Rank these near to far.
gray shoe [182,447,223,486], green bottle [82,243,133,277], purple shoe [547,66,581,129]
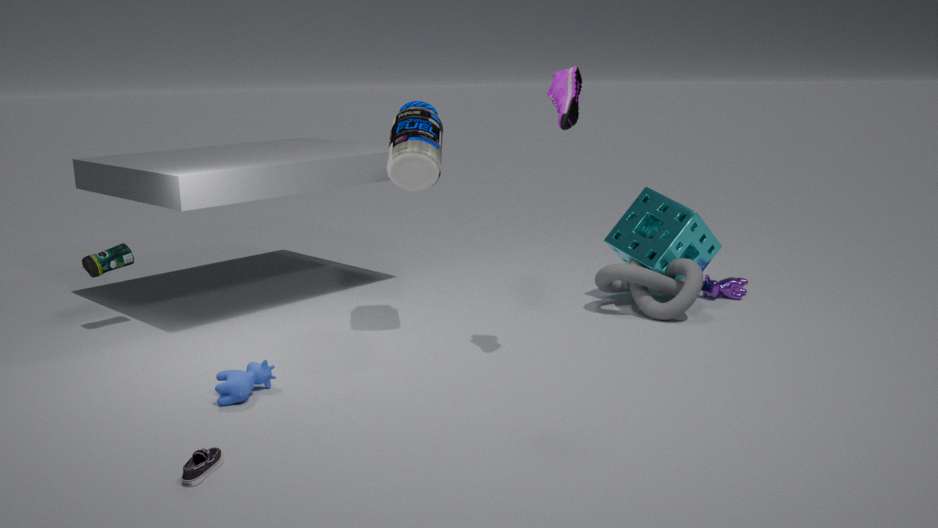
1. gray shoe [182,447,223,486]
2. purple shoe [547,66,581,129]
3. green bottle [82,243,133,277]
